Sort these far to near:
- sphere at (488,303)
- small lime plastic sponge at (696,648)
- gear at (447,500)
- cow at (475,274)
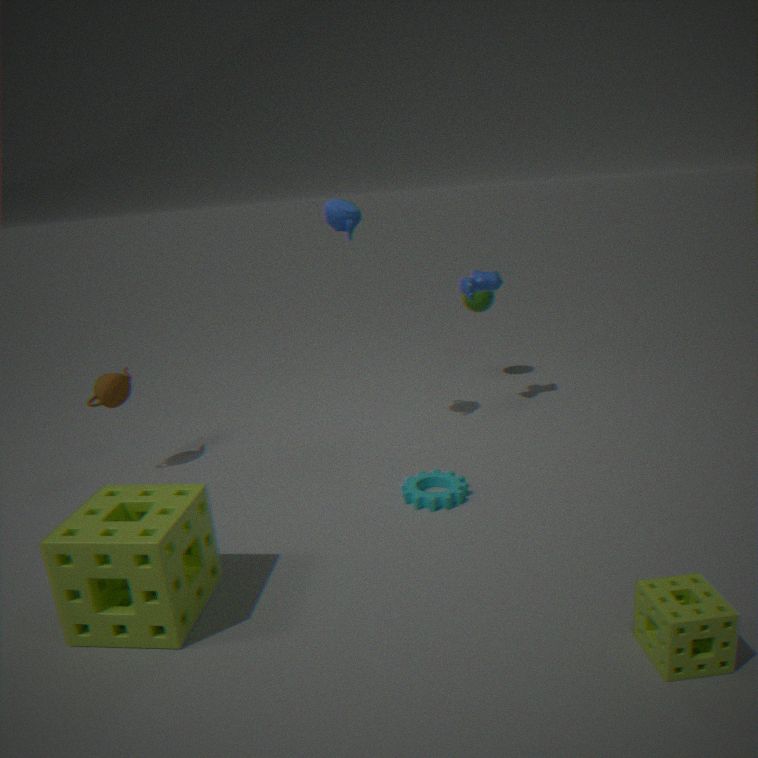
sphere at (488,303) → cow at (475,274) → gear at (447,500) → small lime plastic sponge at (696,648)
